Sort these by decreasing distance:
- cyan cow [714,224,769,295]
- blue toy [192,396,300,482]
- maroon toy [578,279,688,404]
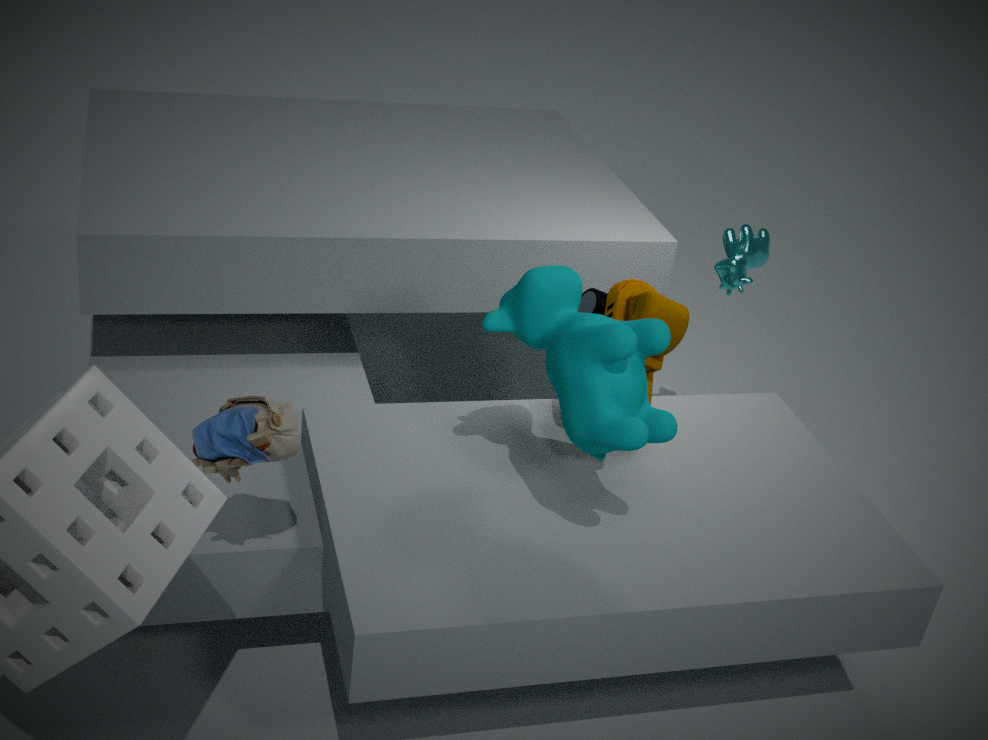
cyan cow [714,224,769,295]
maroon toy [578,279,688,404]
blue toy [192,396,300,482]
